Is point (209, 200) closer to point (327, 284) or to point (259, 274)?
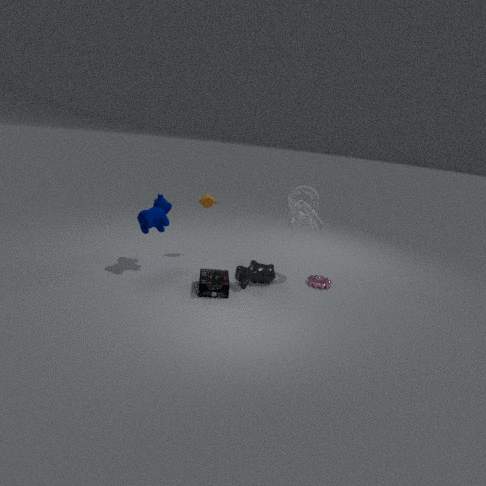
point (259, 274)
